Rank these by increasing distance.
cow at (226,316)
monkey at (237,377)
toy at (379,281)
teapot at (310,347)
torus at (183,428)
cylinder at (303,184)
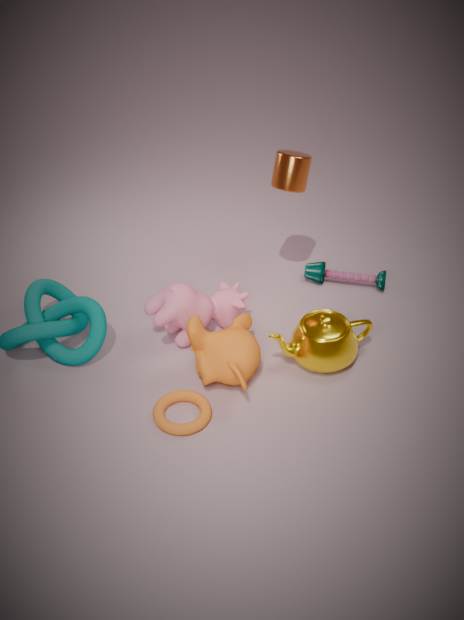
torus at (183,428), monkey at (237,377), teapot at (310,347), cow at (226,316), cylinder at (303,184), toy at (379,281)
